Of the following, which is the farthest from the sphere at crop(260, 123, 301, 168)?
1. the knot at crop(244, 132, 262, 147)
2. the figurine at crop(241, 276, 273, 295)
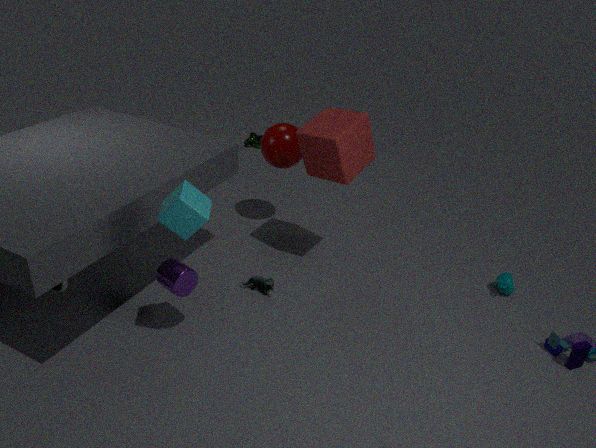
the knot at crop(244, 132, 262, 147)
